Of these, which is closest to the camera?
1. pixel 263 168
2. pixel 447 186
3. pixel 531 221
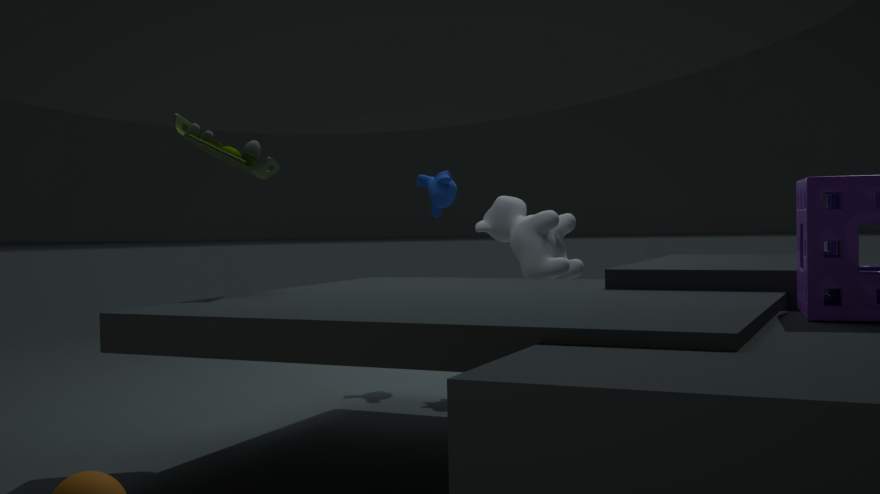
pixel 263 168
